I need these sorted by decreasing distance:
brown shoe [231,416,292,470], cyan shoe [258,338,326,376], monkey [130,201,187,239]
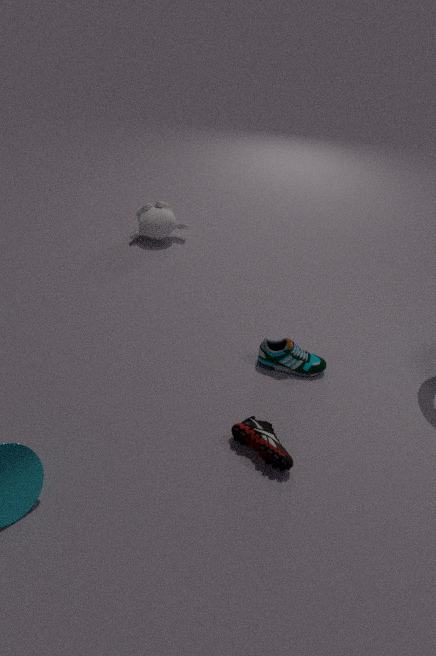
monkey [130,201,187,239] → cyan shoe [258,338,326,376] → brown shoe [231,416,292,470]
